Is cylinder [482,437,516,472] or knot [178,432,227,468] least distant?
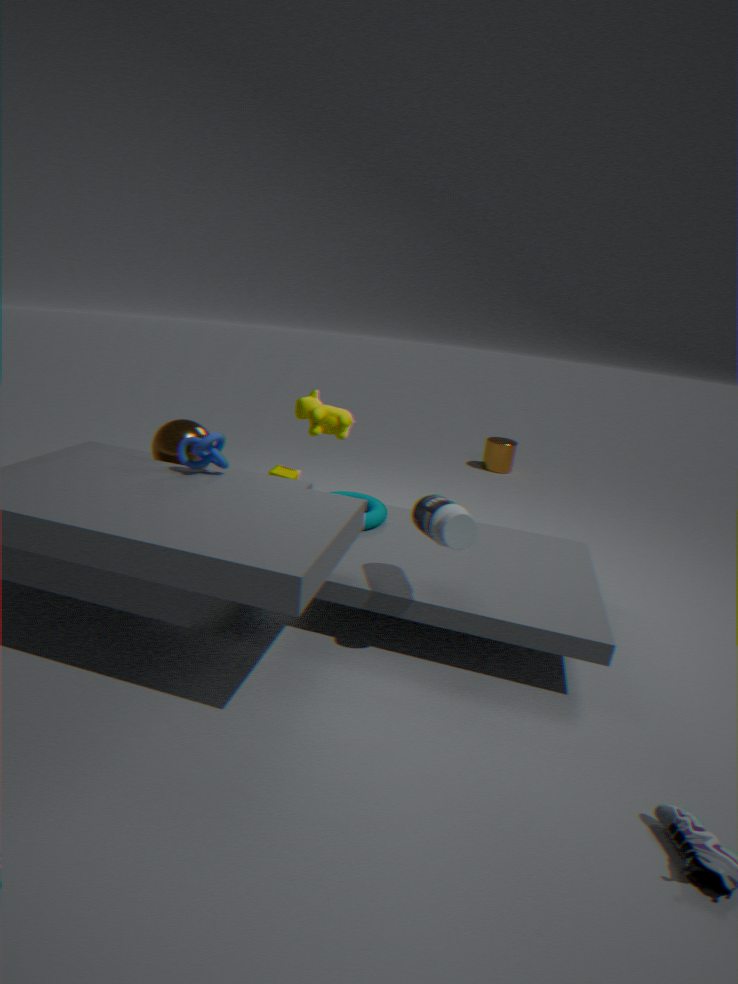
Answer: knot [178,432,227,468]
